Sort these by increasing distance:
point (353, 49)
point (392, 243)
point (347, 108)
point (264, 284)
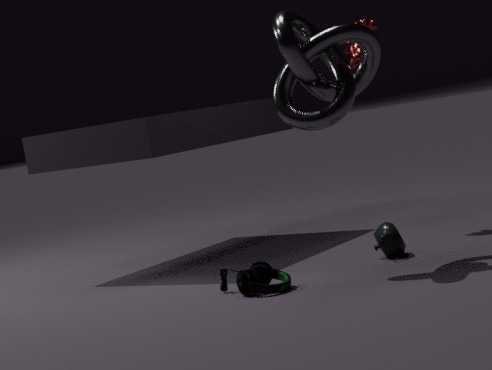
point (264, 284) < point (347, 108) < point (392, 243) < point (353, 49)
